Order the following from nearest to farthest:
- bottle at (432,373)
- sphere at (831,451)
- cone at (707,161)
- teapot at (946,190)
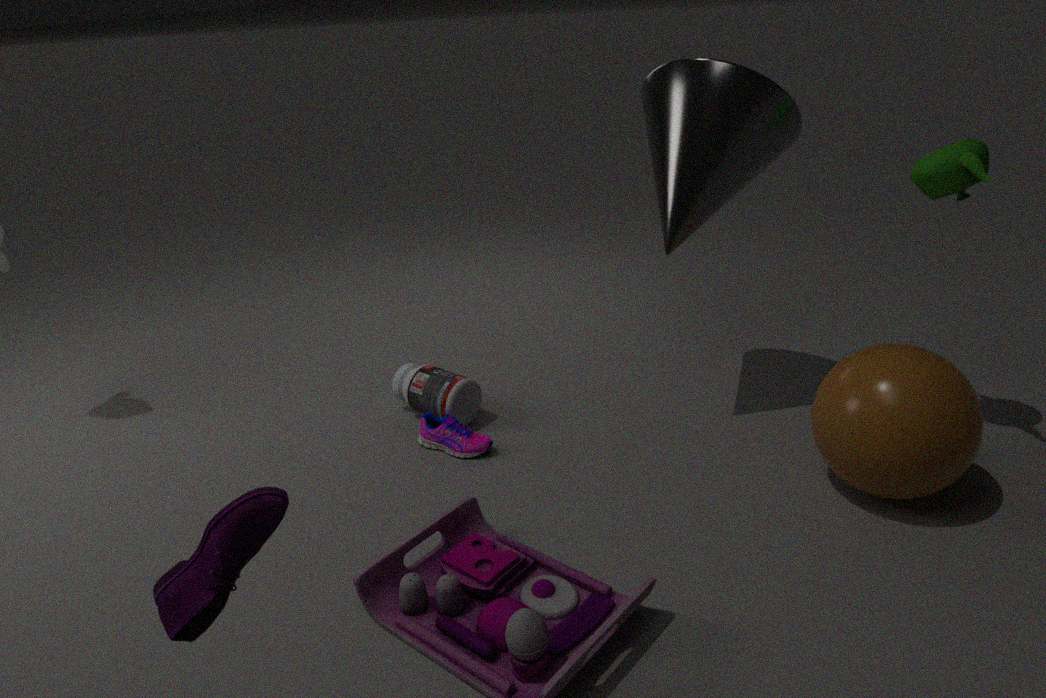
sphere at (831,451)
teapot at (946,190)
cone at (707,161)
bottle at (432,373)
